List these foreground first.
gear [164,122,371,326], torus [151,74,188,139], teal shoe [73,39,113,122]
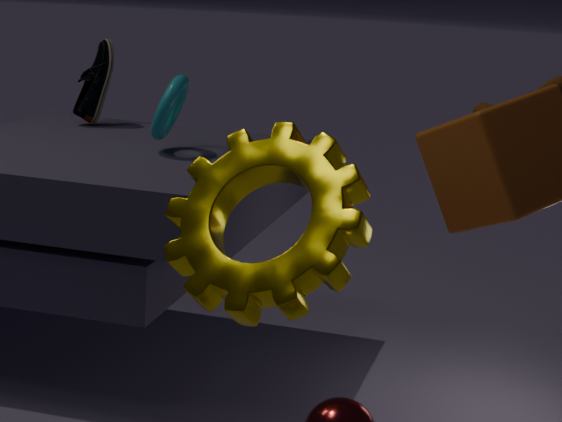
gear [164,122,371,326], torus [151,74,188,139], teal shoe [73,39,113,122]
